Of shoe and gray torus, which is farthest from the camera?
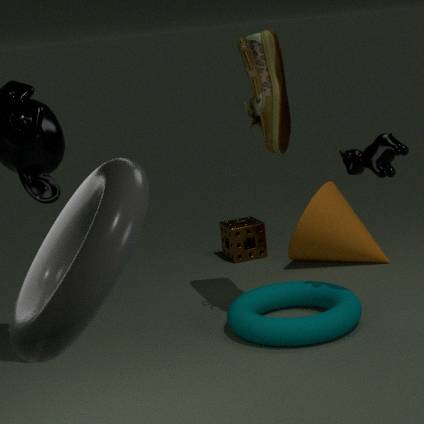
shoe
